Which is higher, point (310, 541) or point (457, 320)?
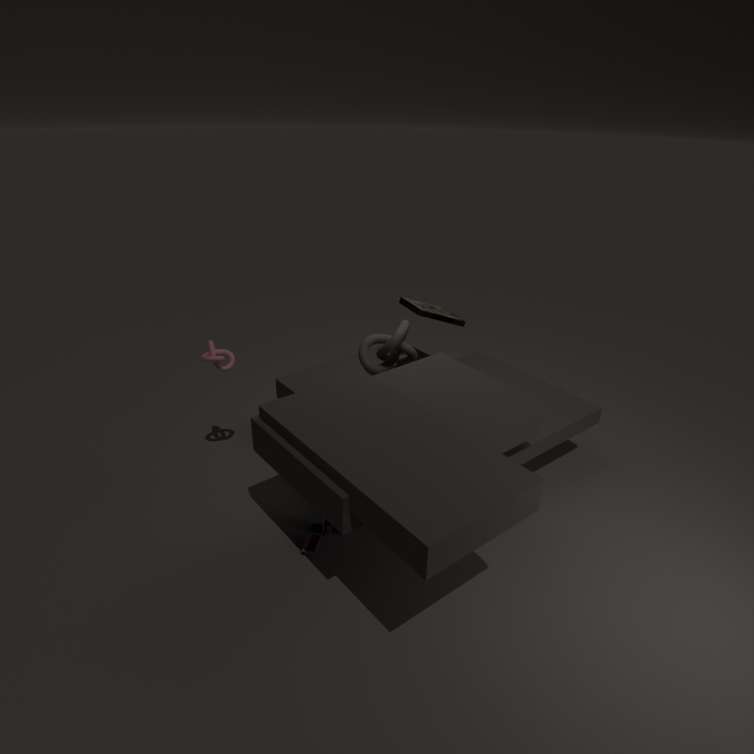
point (457, 320)
